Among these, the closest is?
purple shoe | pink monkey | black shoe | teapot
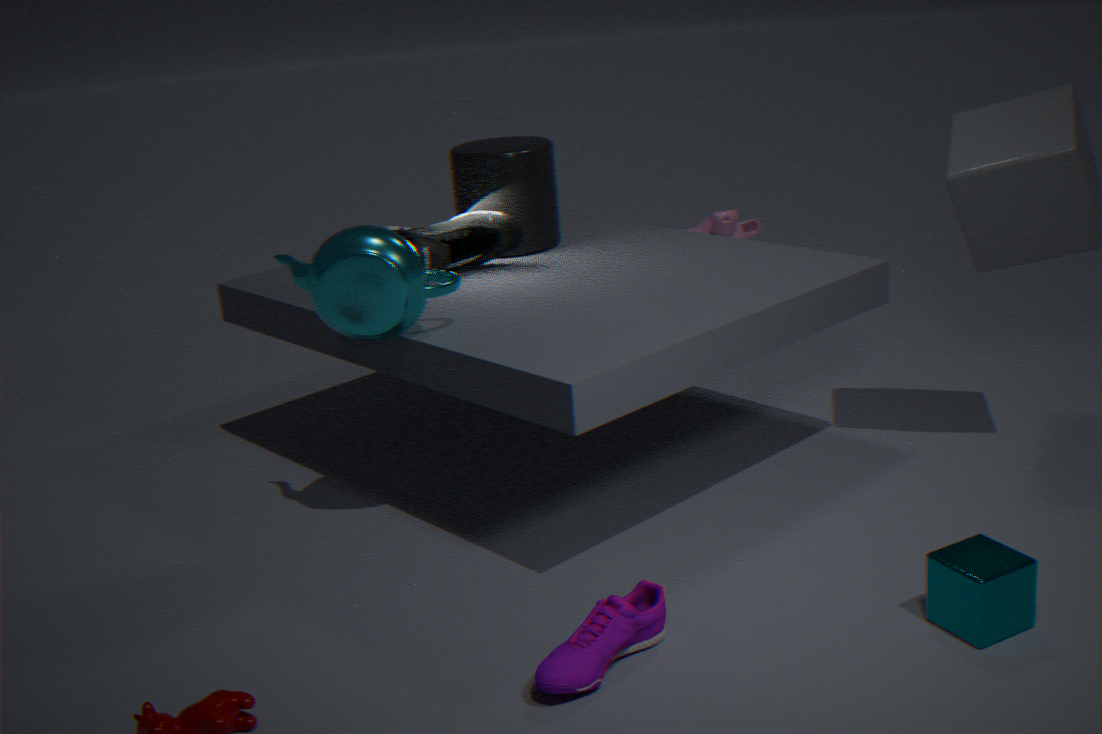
purple shoe
